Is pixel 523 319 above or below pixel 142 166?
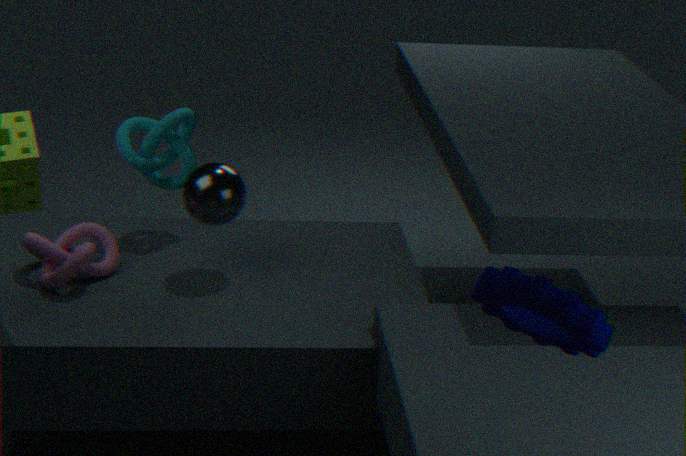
above
